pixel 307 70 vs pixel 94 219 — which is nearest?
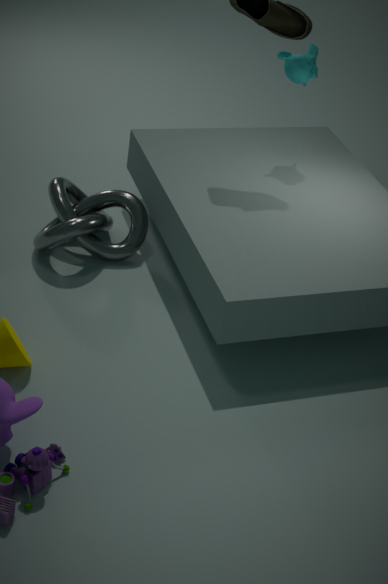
pixel 94 219
